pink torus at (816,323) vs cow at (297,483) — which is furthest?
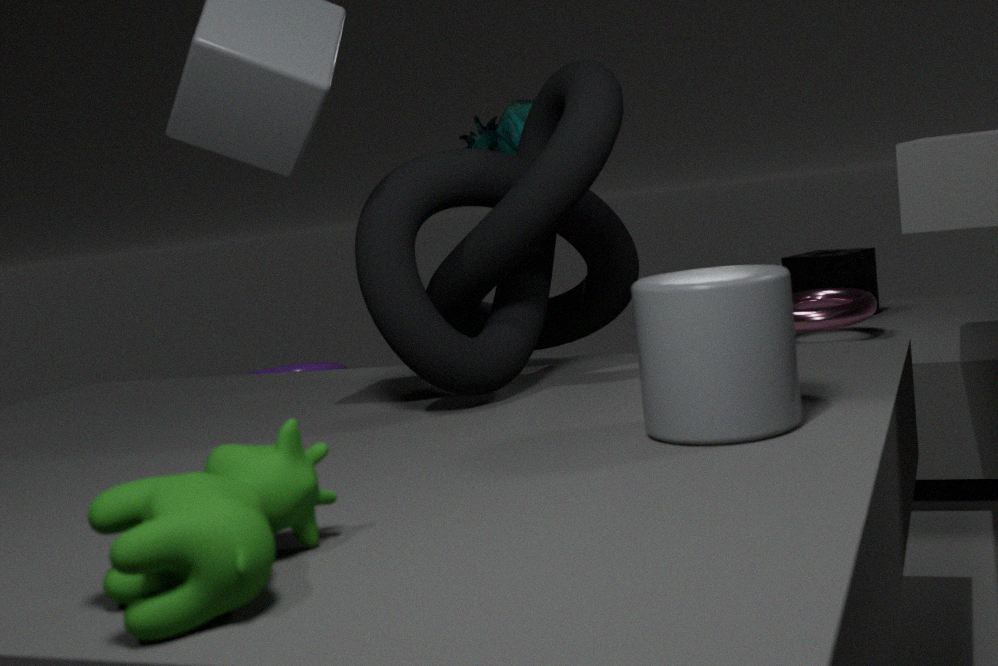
pink torus at (816,323)
